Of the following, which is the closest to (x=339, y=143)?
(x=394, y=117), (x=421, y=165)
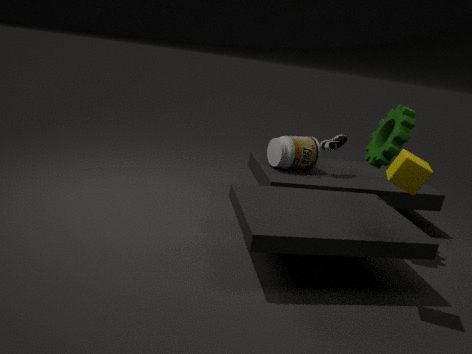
(x=394, y=117)
